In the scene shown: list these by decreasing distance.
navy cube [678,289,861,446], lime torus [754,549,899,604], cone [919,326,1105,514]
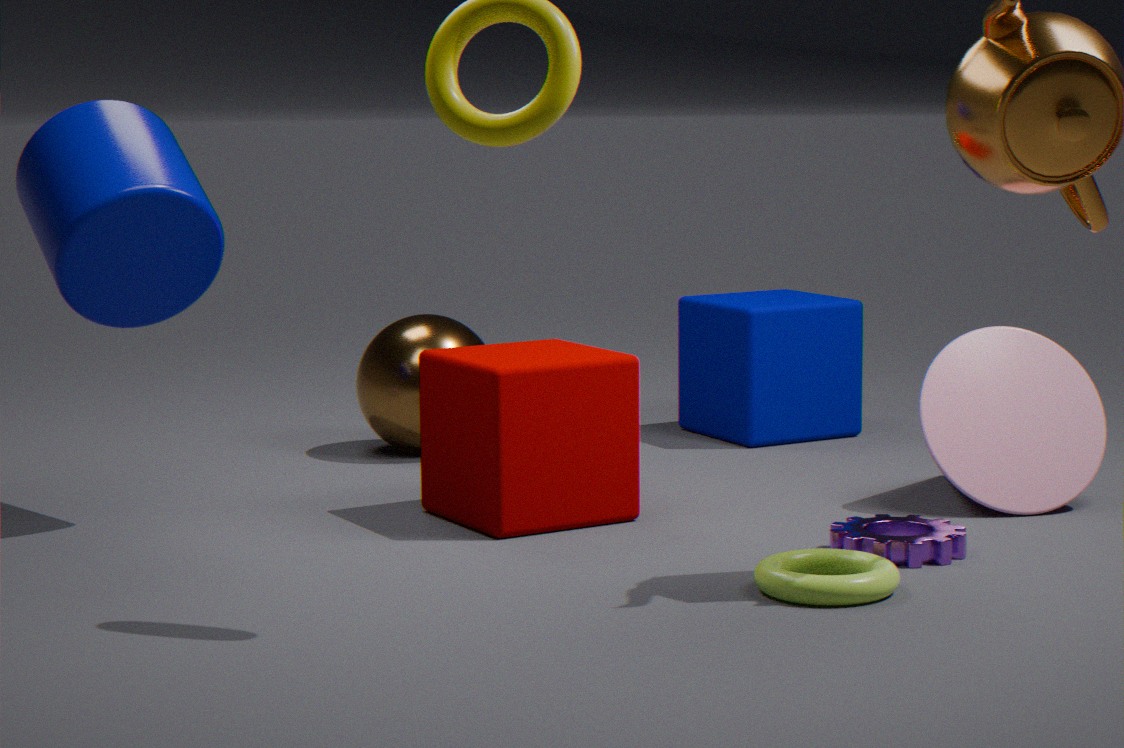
navy cube [678,289,861,446] → cone [919,326,1105,514] → lime torus [754,549,899,604]
